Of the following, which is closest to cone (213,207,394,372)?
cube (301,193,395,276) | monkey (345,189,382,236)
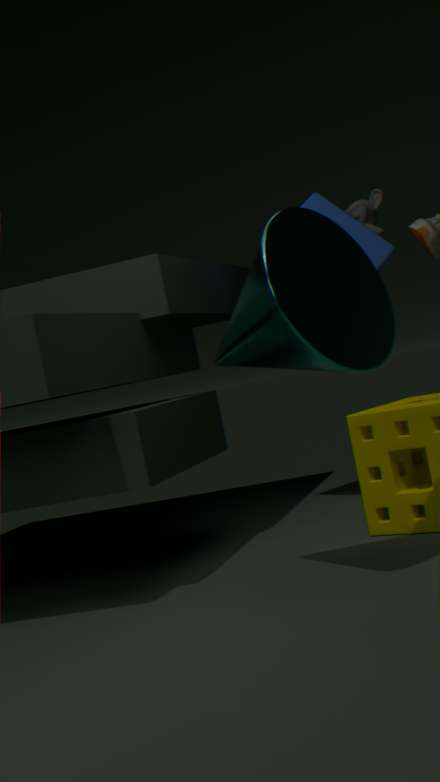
cube (301,193,395,276)
